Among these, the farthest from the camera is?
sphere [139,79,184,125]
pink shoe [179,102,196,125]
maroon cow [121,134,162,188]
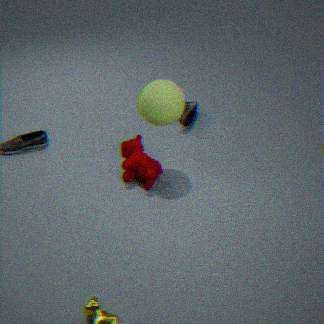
pink shoe [179,102,196,125]
